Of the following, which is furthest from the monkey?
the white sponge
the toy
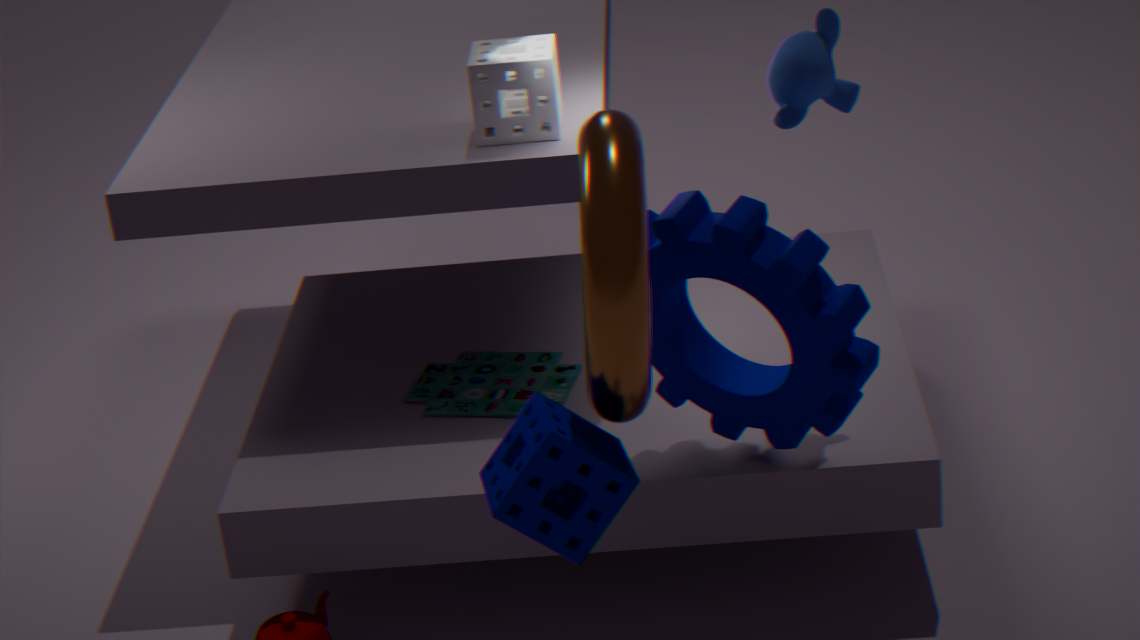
the toy
